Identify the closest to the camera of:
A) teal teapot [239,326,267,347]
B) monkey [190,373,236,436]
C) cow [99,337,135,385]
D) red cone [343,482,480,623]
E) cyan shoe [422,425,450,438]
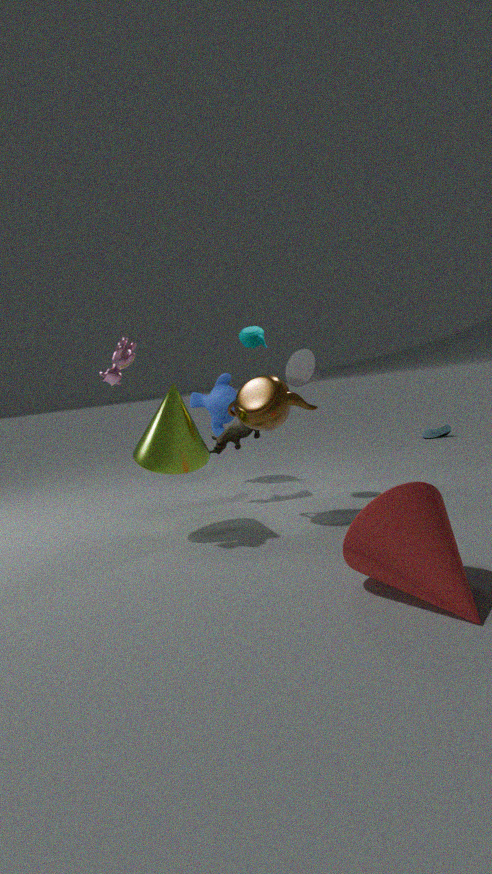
red cone [343,482,480,623]
